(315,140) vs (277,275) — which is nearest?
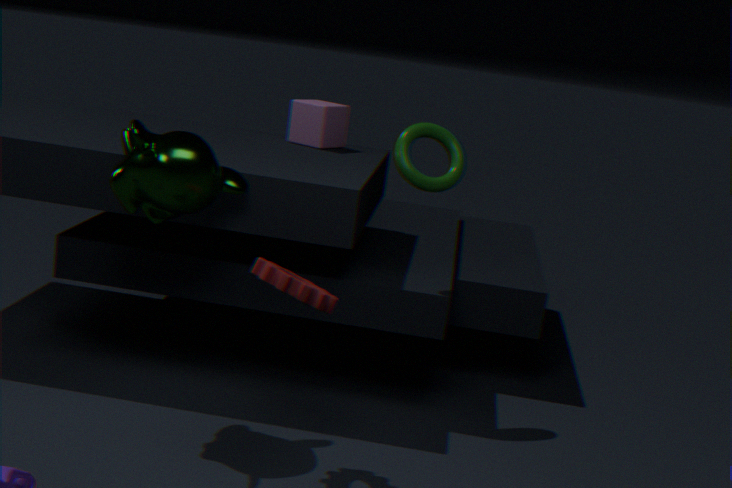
(277,275)
